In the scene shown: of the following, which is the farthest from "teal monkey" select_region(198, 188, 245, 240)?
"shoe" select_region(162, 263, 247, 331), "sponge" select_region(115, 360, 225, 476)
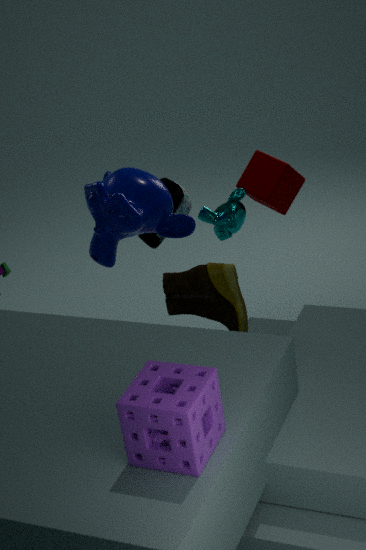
"sponge" select_region(115, 360, 225, 476)
